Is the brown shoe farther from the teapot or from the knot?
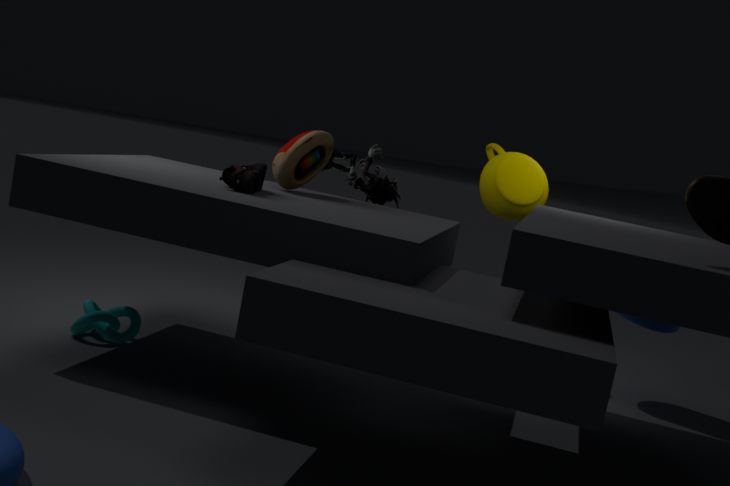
the teapot
